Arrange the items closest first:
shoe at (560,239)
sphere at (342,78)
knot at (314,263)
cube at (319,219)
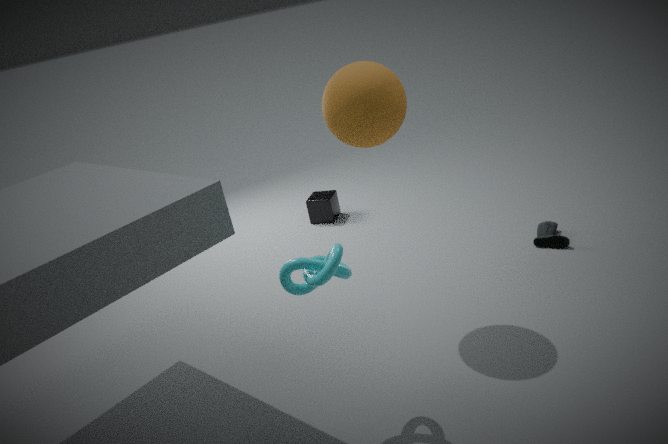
knot at (314,263) → sphere at (342,78) → shoe at (560,239) → cube at (319,219)
